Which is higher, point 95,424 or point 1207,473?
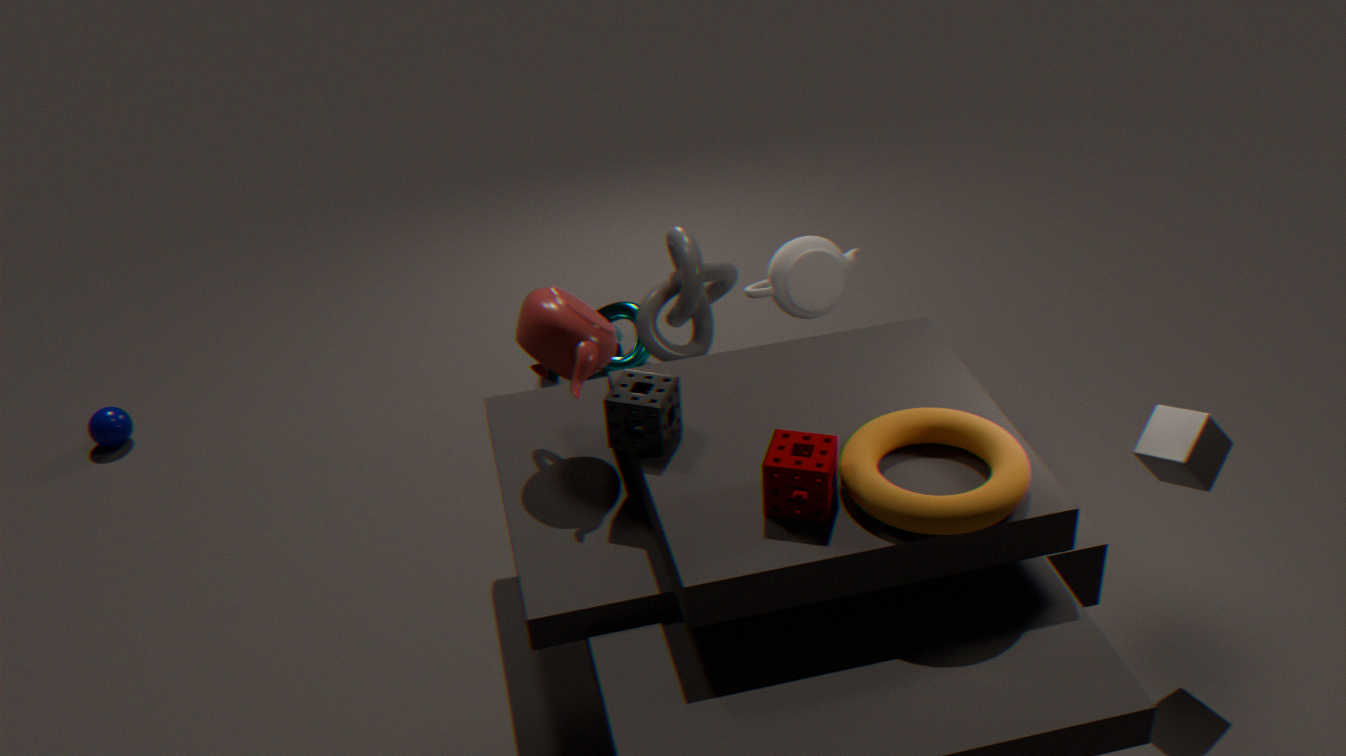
point 1207,473
